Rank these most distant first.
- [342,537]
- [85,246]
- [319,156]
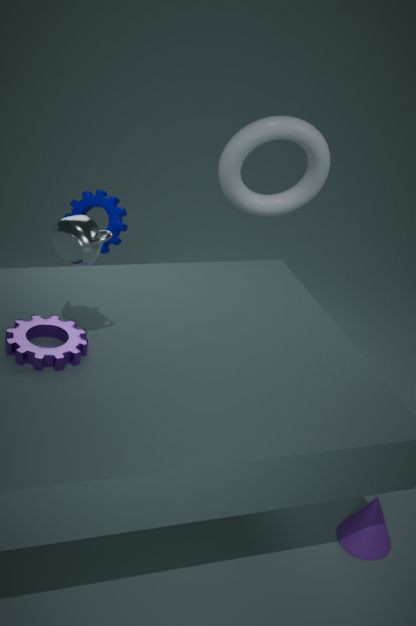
[319,156] < [342,537] < [85,246]
